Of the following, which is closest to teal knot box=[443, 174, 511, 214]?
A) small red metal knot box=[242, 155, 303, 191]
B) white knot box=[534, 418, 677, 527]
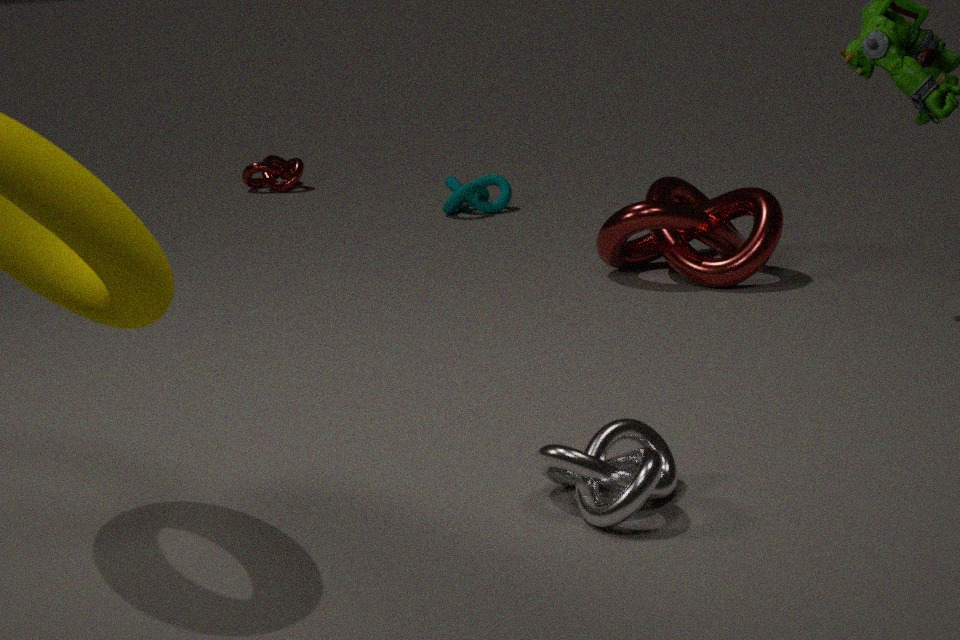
small red metal knot box=[242, 155, 303, 191]
